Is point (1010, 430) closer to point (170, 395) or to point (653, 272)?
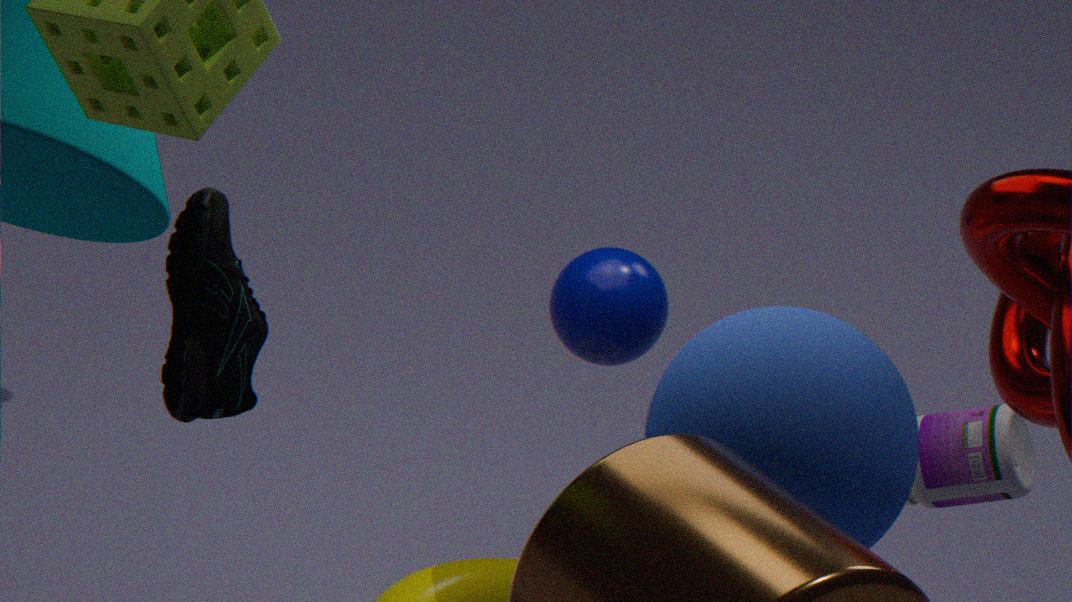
point (653, 272)
